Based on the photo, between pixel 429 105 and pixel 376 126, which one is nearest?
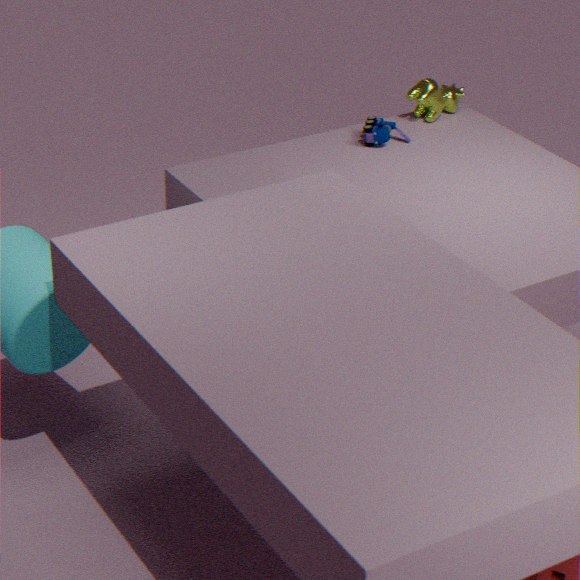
pixel 376 126
